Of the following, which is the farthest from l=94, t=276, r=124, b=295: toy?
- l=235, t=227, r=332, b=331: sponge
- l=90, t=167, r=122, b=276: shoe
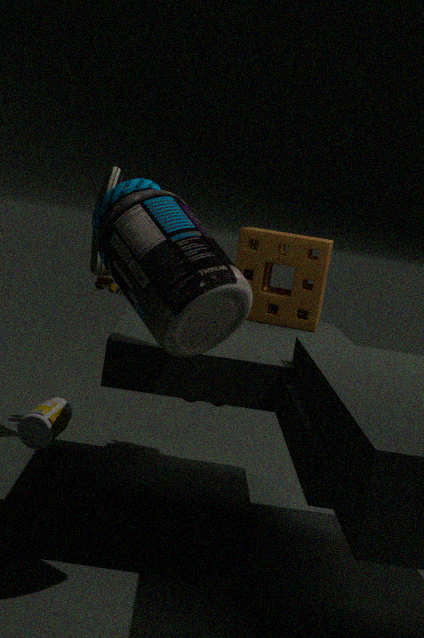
l=235, t=227, r=332, b=331: sponge
